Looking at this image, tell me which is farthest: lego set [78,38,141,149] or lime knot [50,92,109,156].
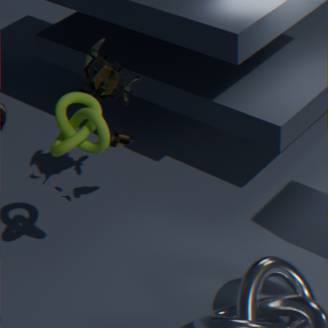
lego set [78,38,141,149]
